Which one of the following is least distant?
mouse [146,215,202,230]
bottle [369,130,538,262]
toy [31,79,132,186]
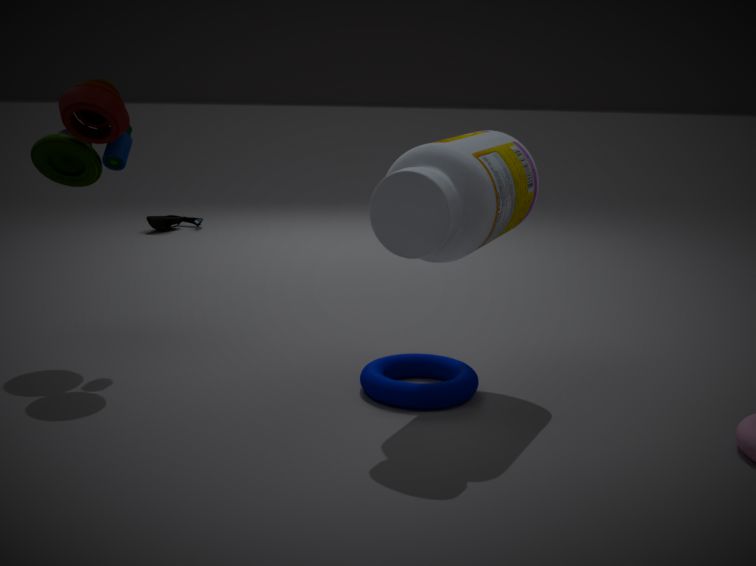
bottle [369,130,538,262]
